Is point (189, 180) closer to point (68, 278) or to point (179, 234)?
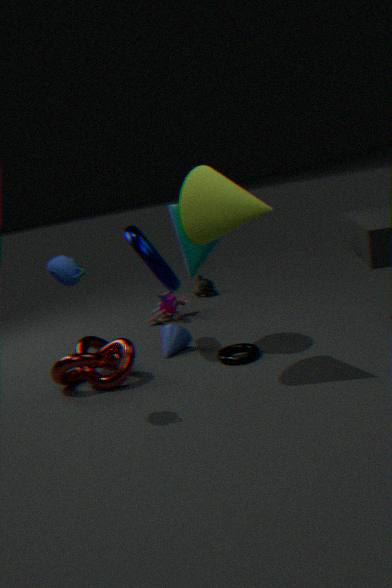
point (179, 234)
